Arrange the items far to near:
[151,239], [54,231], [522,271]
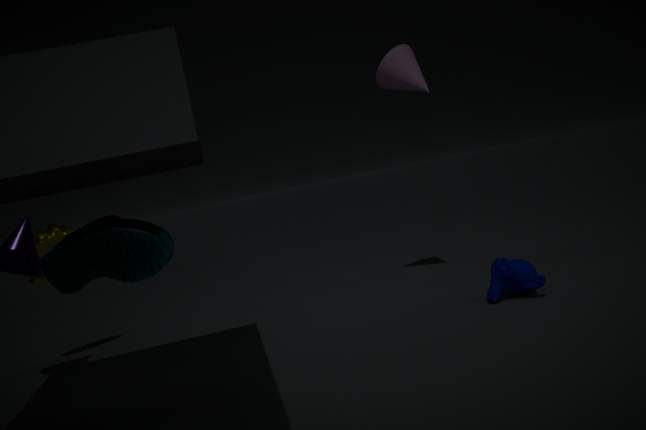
[54,231]
[522,271]
[151,239]
